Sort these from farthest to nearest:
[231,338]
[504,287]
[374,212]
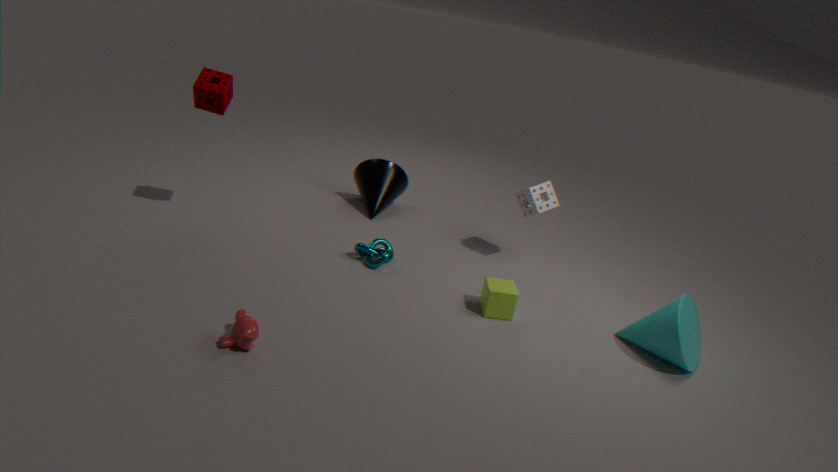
[374,212], [504,287], [231,338]
